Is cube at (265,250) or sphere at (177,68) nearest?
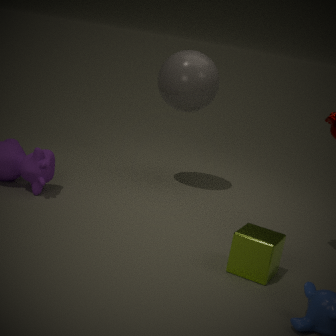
cube at (265,250)
